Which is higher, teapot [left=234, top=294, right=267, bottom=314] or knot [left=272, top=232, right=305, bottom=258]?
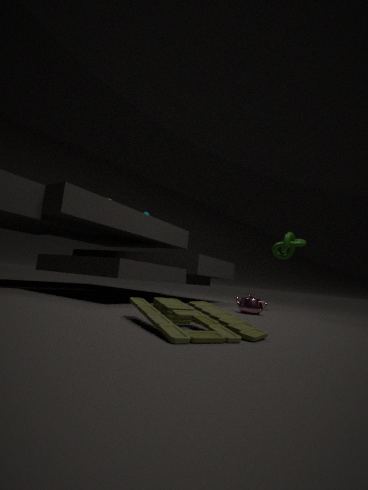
knot [left=272, top=232, right=305, bottom=258]
